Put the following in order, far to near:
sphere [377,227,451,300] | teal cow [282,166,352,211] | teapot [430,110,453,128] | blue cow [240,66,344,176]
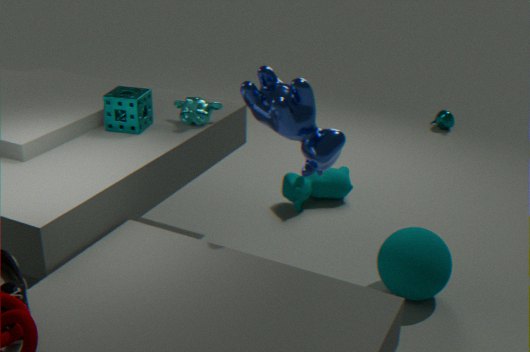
teapot [430,110,453,128], teal cow [282,166,352,211], sphere [377,227,451,300], blue cow [240,66,344,176]
